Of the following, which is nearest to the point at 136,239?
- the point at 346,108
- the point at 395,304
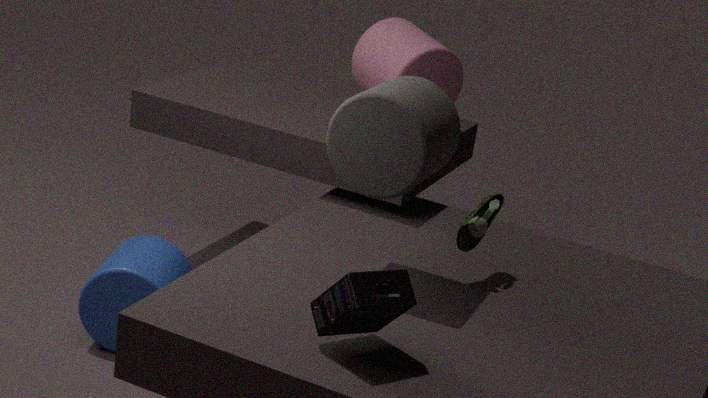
the point at 346,108
